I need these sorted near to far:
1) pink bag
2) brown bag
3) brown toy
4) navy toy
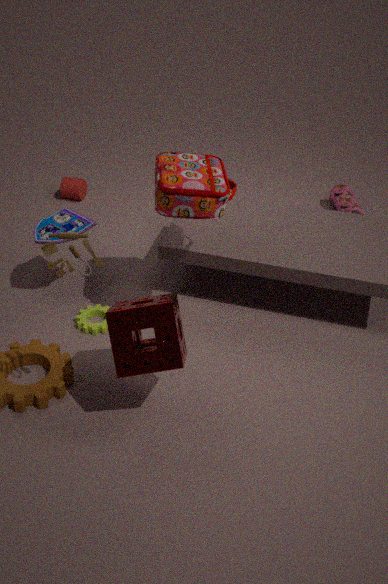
3. brown toy → 2. brown bag → 4. navy toy → 1. pink bag
